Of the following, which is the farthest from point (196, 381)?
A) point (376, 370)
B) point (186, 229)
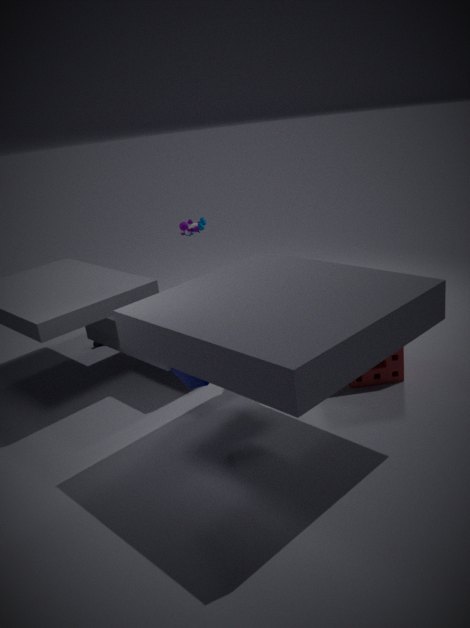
→ point (376, 370)
